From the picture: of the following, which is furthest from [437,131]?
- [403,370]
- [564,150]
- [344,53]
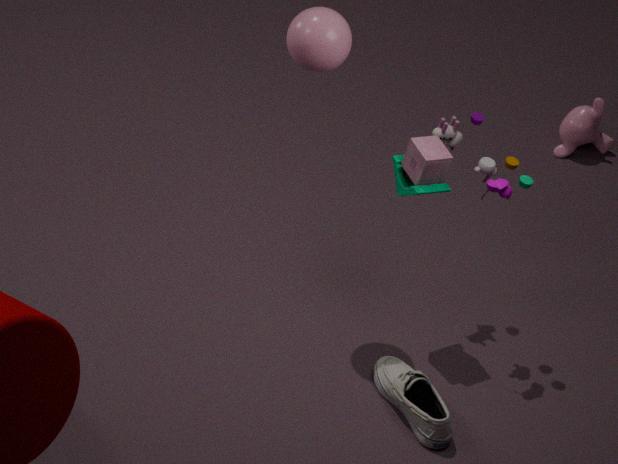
[564,150]
